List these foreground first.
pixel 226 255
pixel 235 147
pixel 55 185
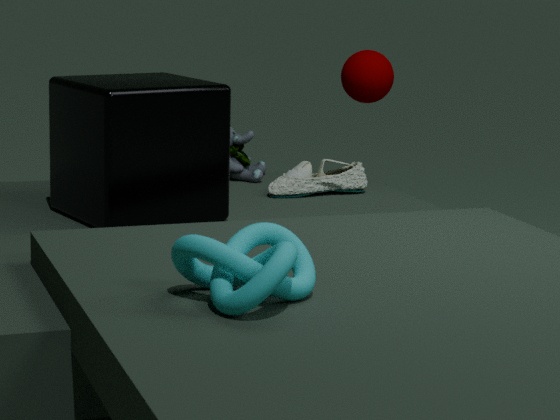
1. pixel 226 255
2. pixel 55 185
3. pixel 235 147
